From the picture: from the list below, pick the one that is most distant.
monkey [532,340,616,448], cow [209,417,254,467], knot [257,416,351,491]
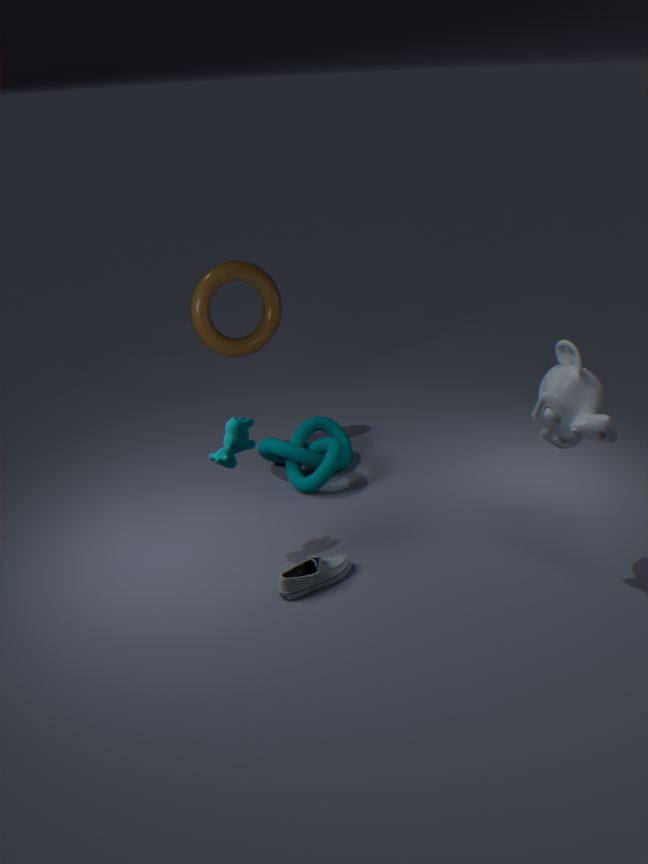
knot [257,416,351,491]
